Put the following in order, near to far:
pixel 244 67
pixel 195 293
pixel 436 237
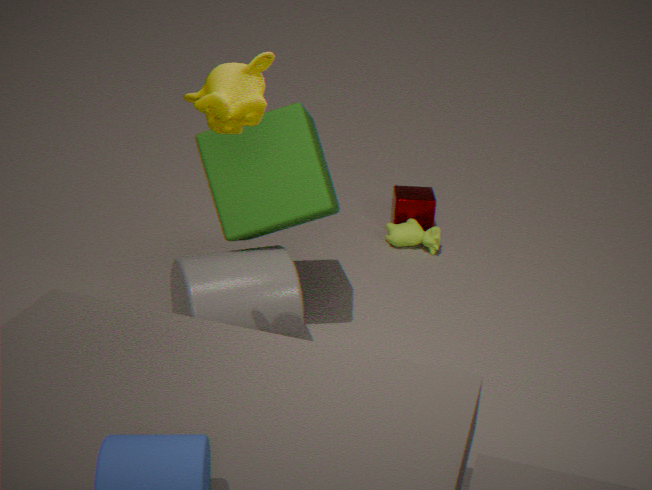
pixel 244 67
pixel 195 293
pixel 436 237
